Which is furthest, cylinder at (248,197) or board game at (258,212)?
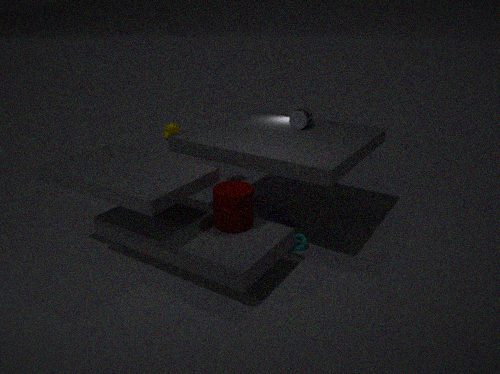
board game at (258,212)
